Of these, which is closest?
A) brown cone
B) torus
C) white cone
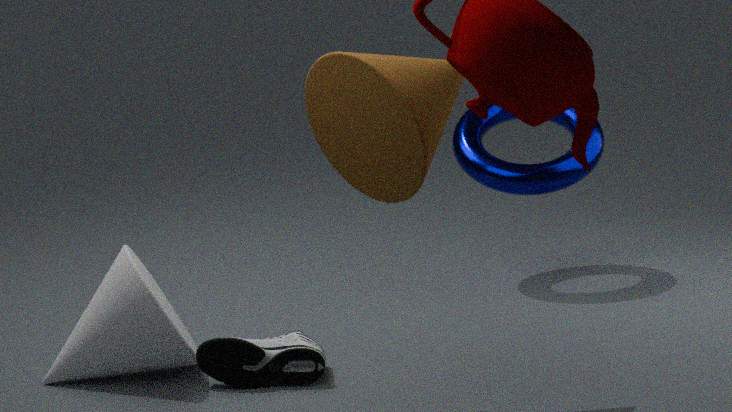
A. brown cone
